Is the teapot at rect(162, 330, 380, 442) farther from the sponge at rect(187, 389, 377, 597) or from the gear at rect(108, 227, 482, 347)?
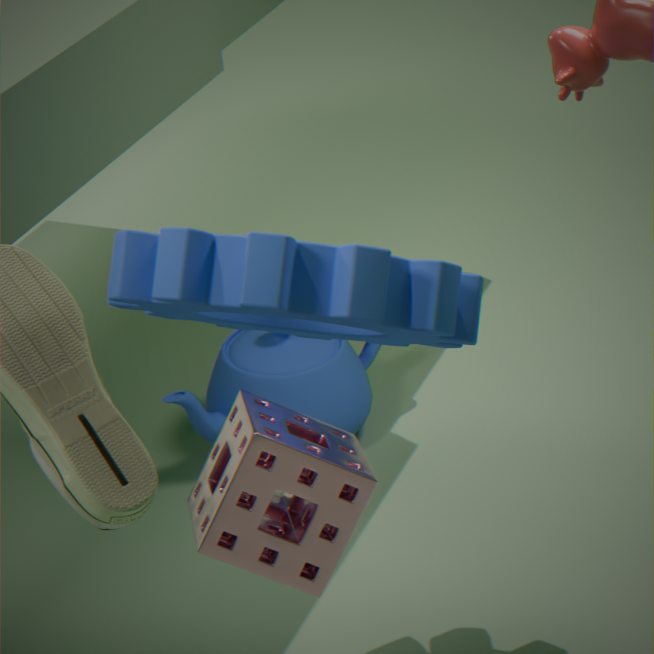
the sponge at rect(187, 389, 377, 597)
